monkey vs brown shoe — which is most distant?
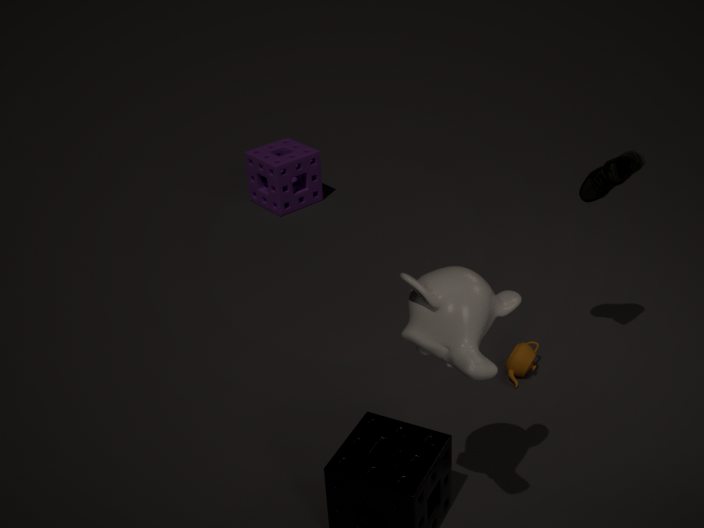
brown shoe
